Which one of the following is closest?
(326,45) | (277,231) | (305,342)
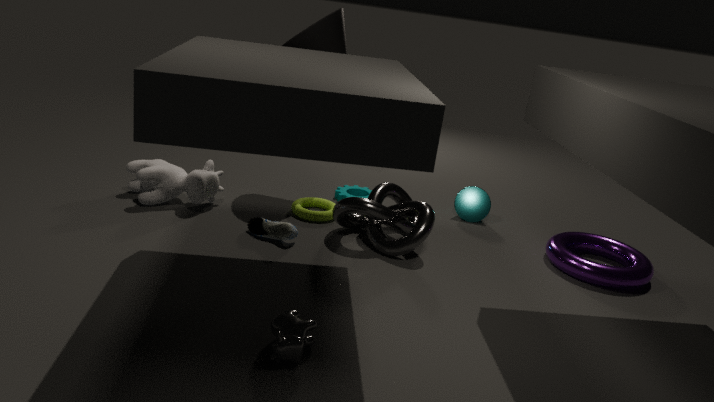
(305,342)
